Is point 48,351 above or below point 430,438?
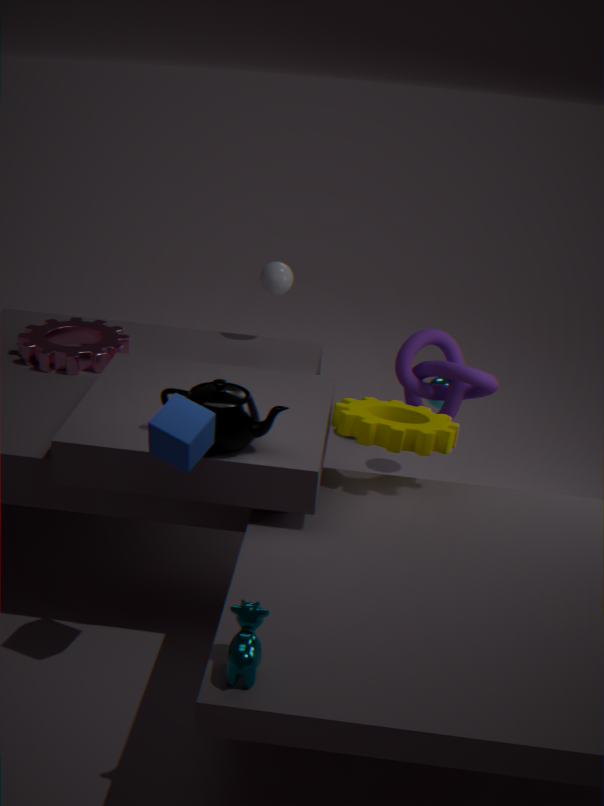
below
